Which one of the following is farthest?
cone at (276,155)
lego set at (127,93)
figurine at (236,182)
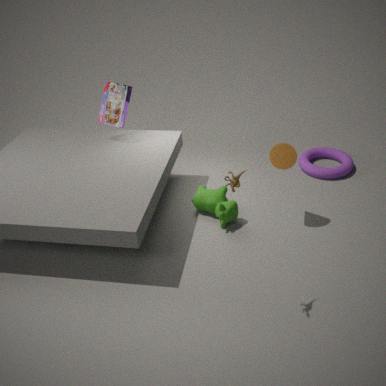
lego set at (127,93)
